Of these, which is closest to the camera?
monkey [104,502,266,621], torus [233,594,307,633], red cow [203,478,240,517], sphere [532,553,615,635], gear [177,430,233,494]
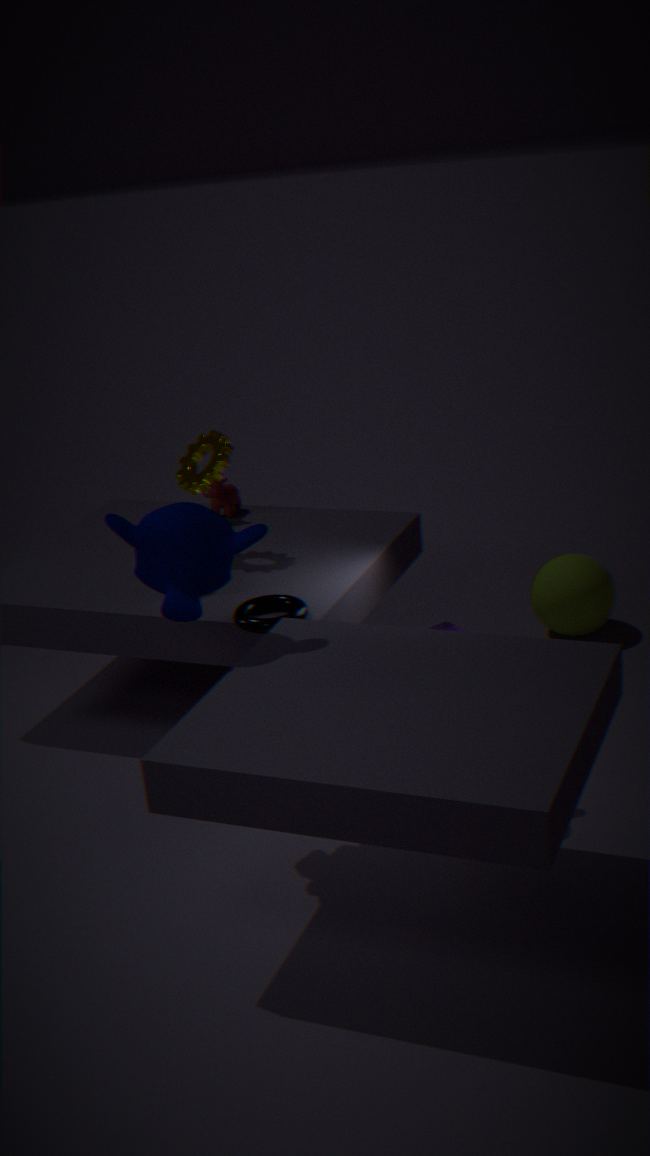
monkey [104,502,266,621]
